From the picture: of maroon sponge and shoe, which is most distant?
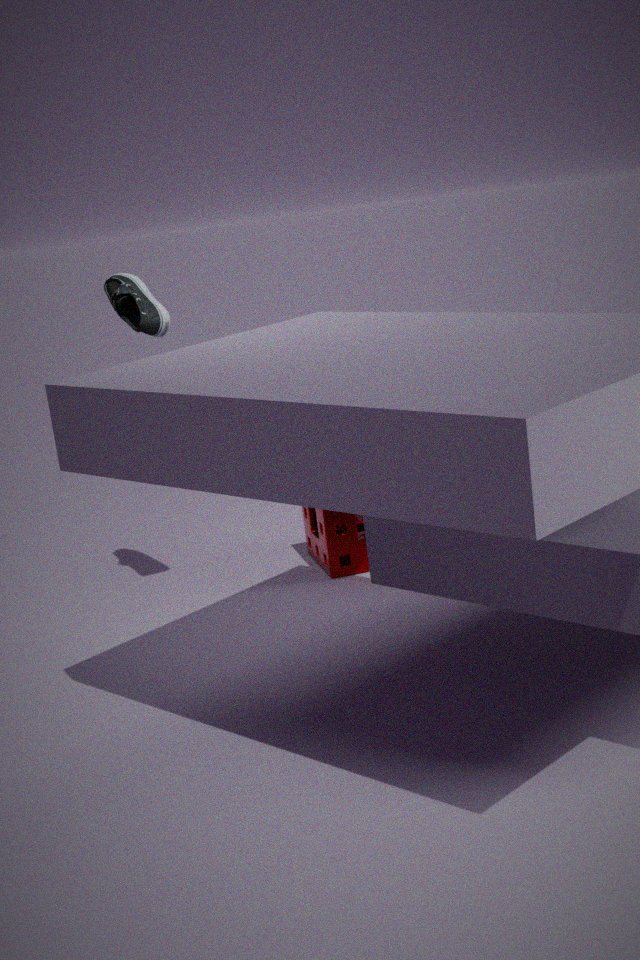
maroon sponge
